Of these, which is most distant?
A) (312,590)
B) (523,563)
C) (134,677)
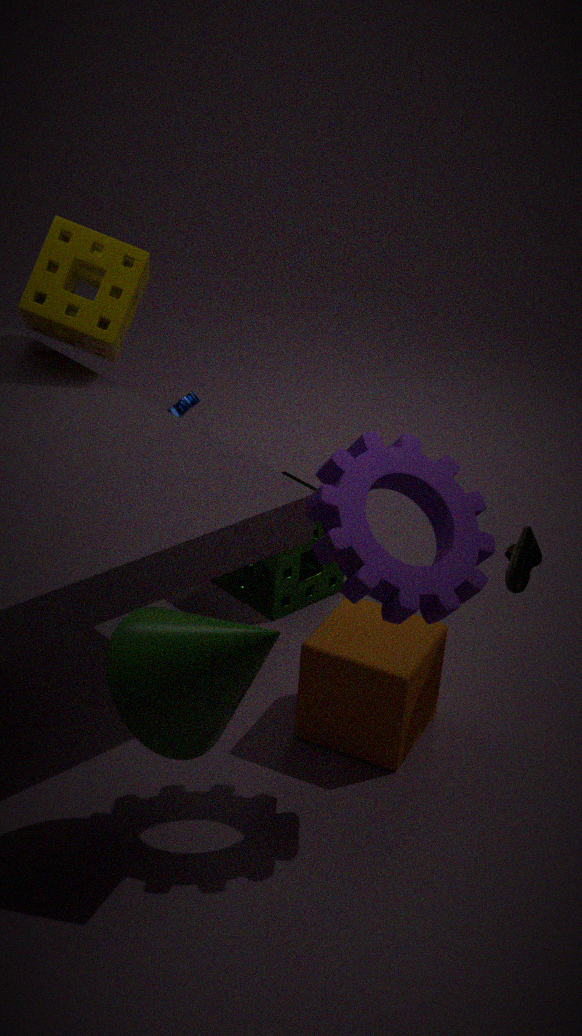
(312,590)
